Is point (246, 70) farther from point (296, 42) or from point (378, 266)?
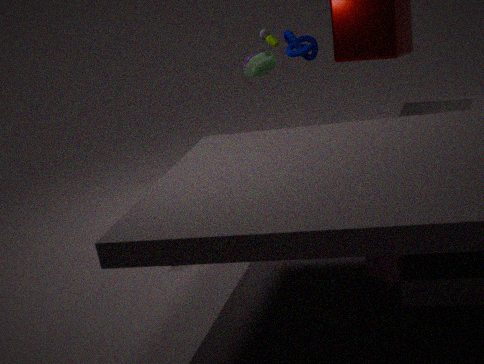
point (378, 266)
